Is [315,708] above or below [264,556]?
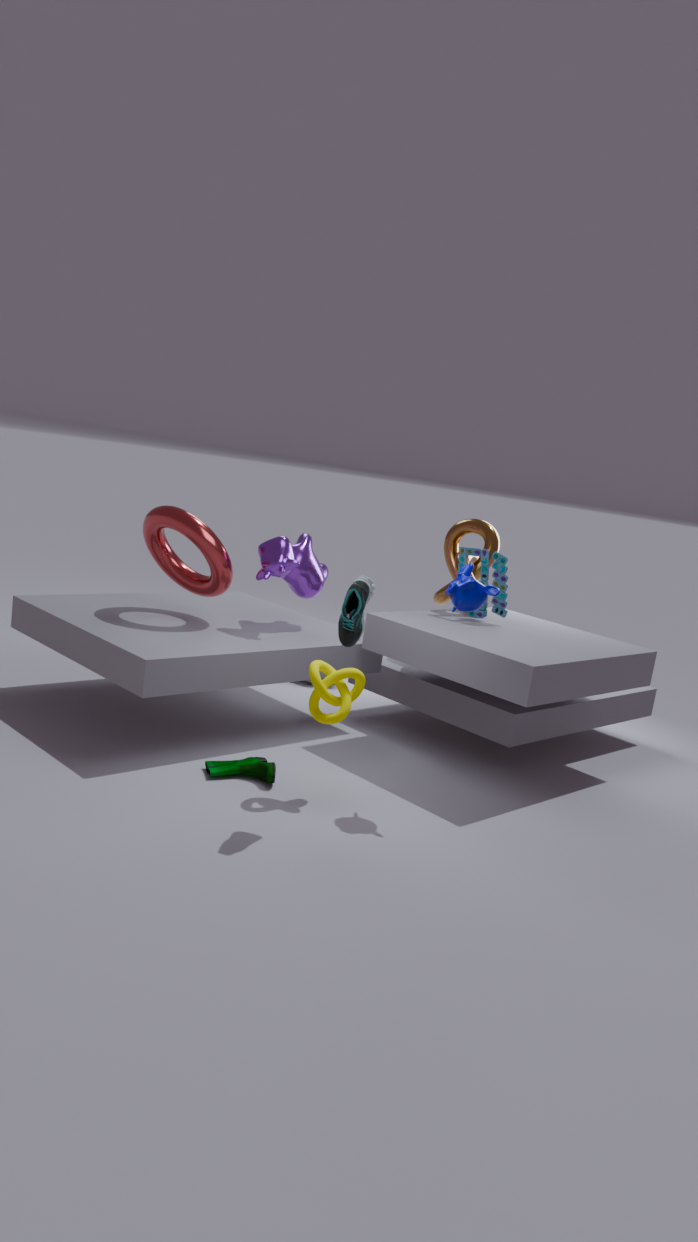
below
